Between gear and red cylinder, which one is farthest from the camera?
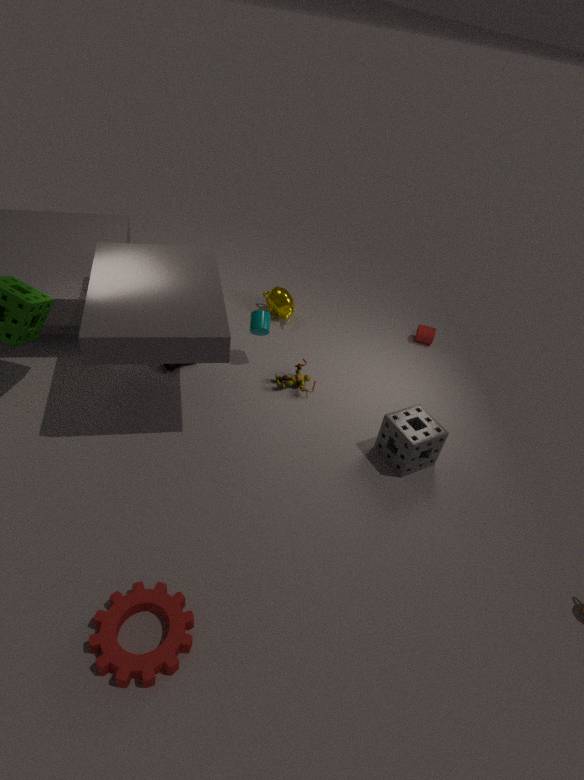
red cylinder
